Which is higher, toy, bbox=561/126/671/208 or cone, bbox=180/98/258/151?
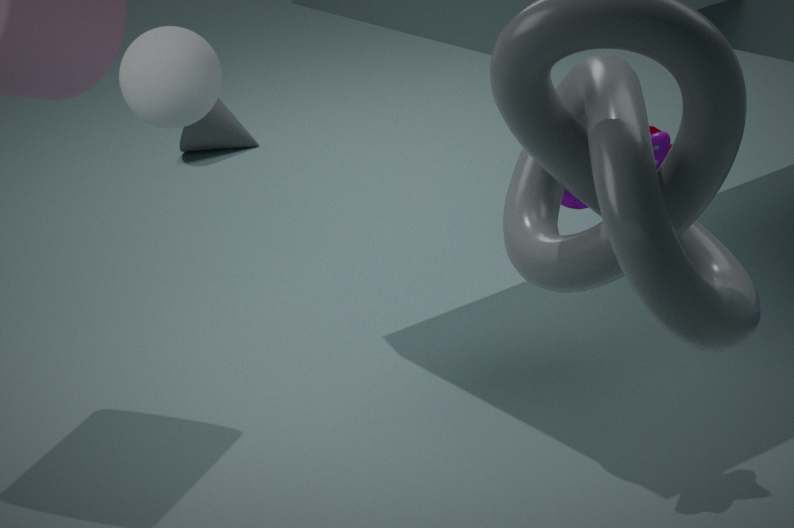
toy, bbox=561/126/671/208
